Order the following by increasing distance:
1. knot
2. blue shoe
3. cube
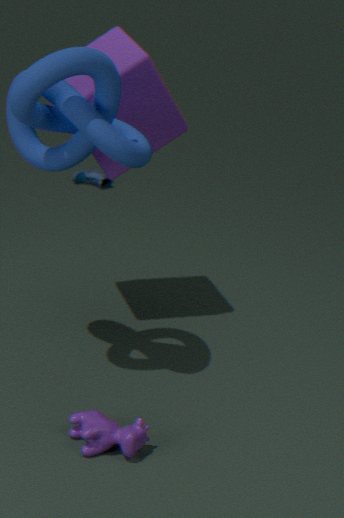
knot → cube → blue shoe
